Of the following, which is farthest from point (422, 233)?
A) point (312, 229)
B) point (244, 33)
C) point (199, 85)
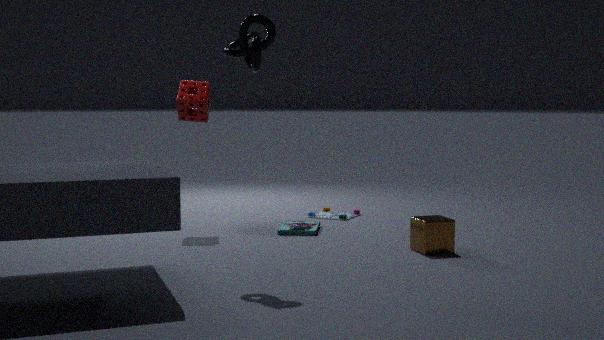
point (199, 85)
